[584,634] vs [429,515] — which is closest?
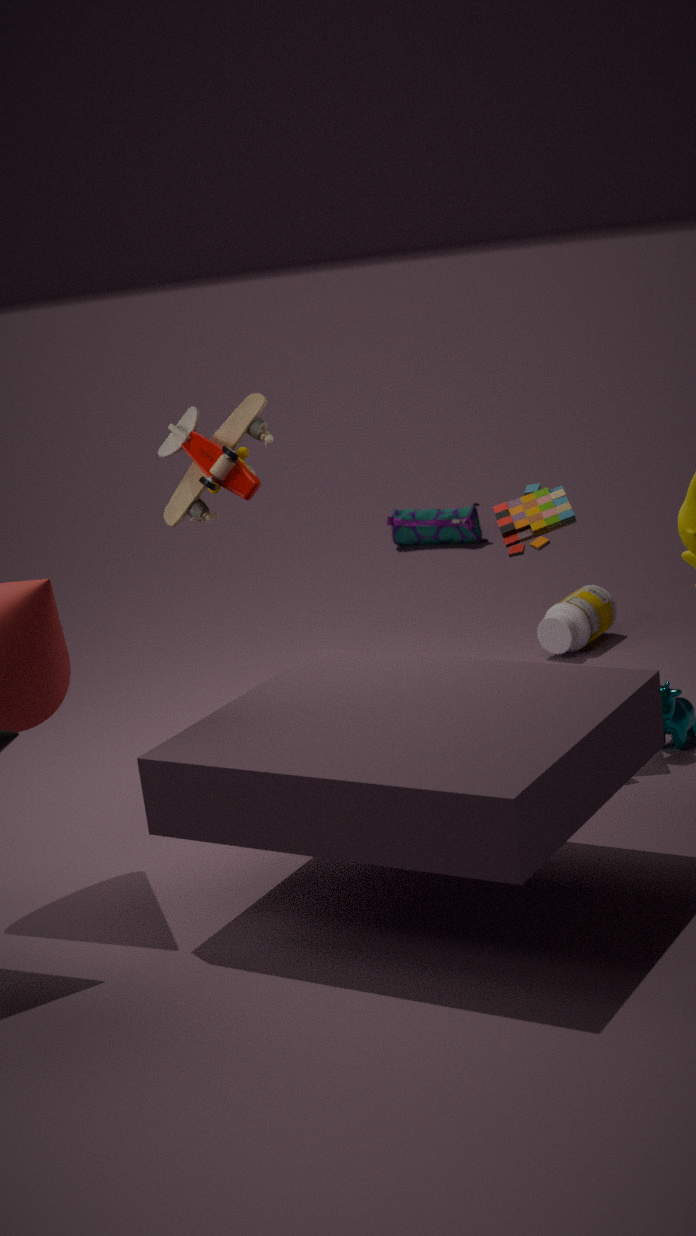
[584,634]
